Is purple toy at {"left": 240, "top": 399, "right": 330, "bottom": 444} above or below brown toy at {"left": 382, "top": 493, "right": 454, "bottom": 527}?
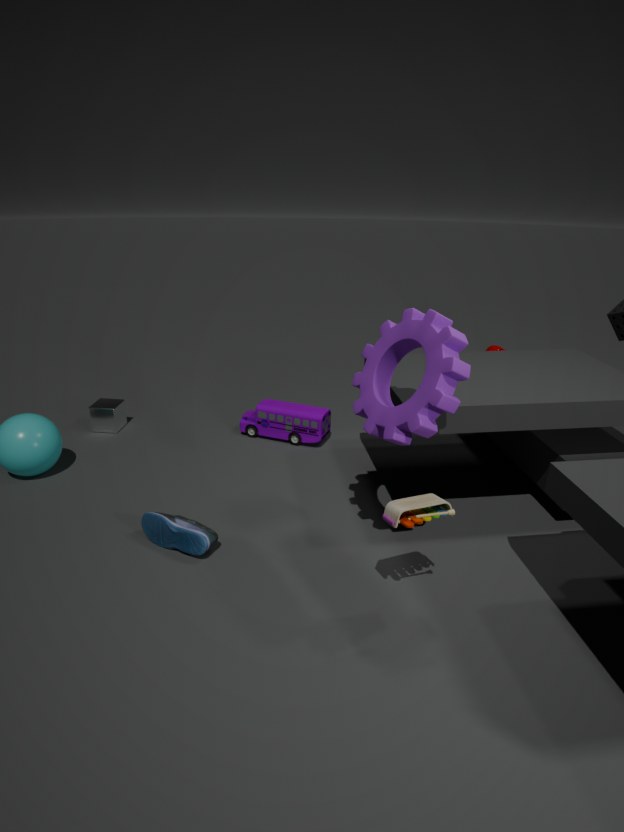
below
